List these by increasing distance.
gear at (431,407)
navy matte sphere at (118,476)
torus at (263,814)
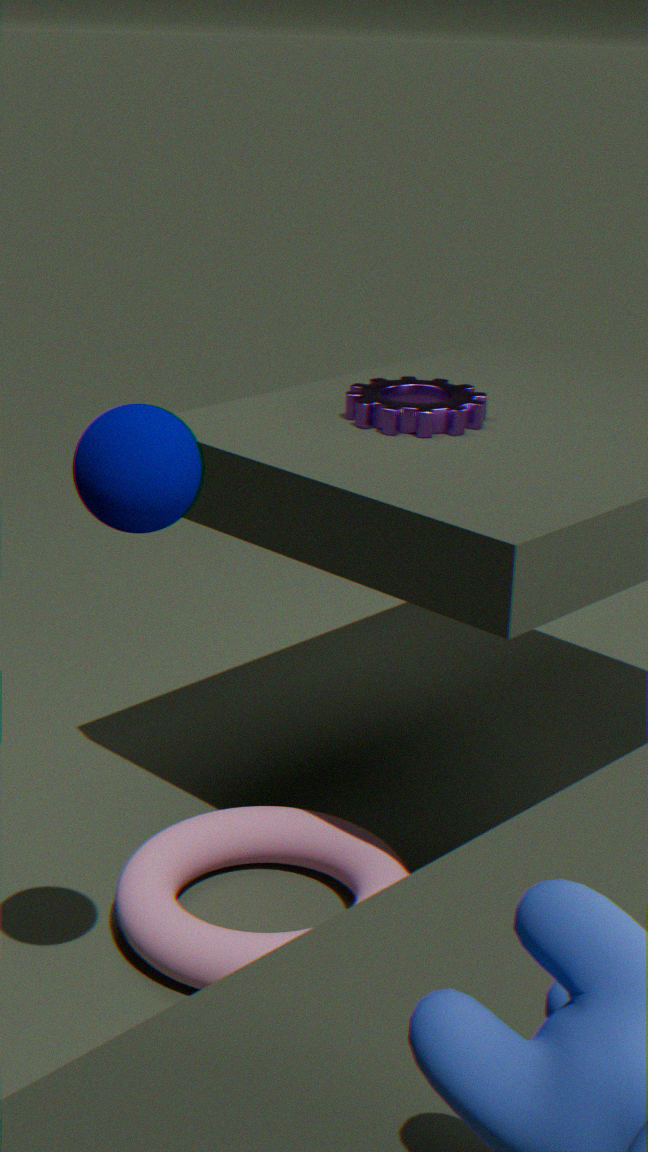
navy matte sphere at (118,476) < torus at (263,814) < gear at (431,407)
